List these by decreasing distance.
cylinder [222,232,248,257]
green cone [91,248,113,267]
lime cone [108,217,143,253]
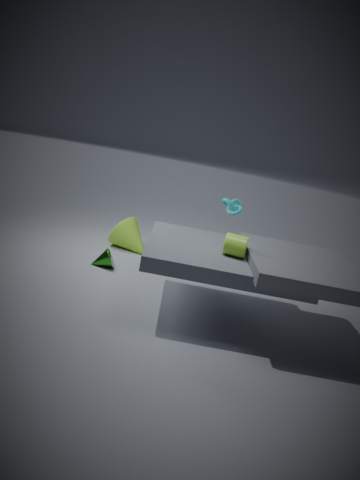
lime cone [108,217,143,253]
green cone [91,248,113,267]
cylinder [222,232,248,257]
